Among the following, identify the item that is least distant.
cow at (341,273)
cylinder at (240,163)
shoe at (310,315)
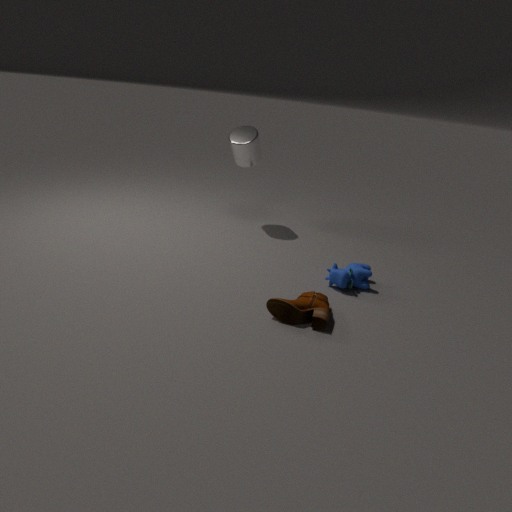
shoe at (310,315)
